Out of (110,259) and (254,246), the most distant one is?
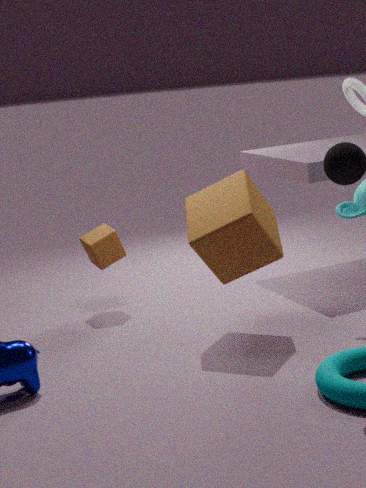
(110,259)
